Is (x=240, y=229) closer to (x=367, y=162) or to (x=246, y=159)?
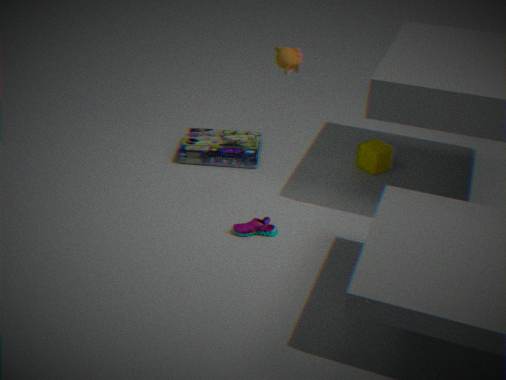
(x=246, y=159)
